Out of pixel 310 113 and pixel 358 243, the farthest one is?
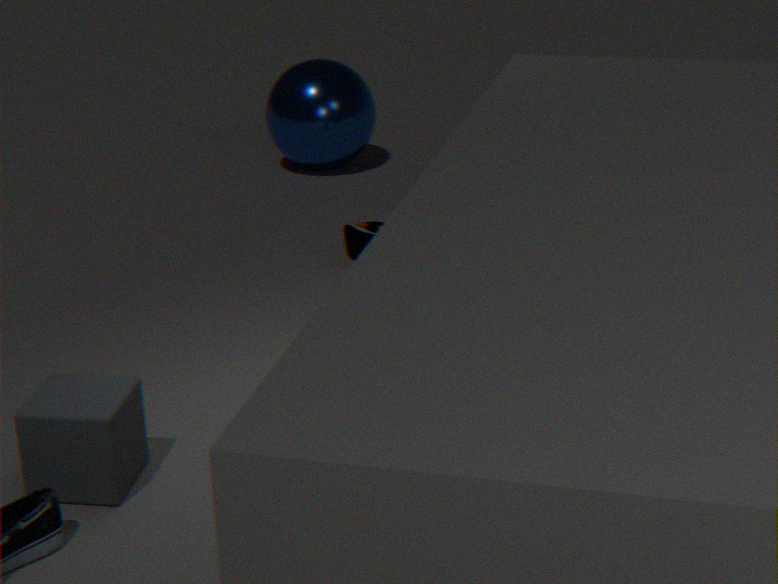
pixel 310 113
